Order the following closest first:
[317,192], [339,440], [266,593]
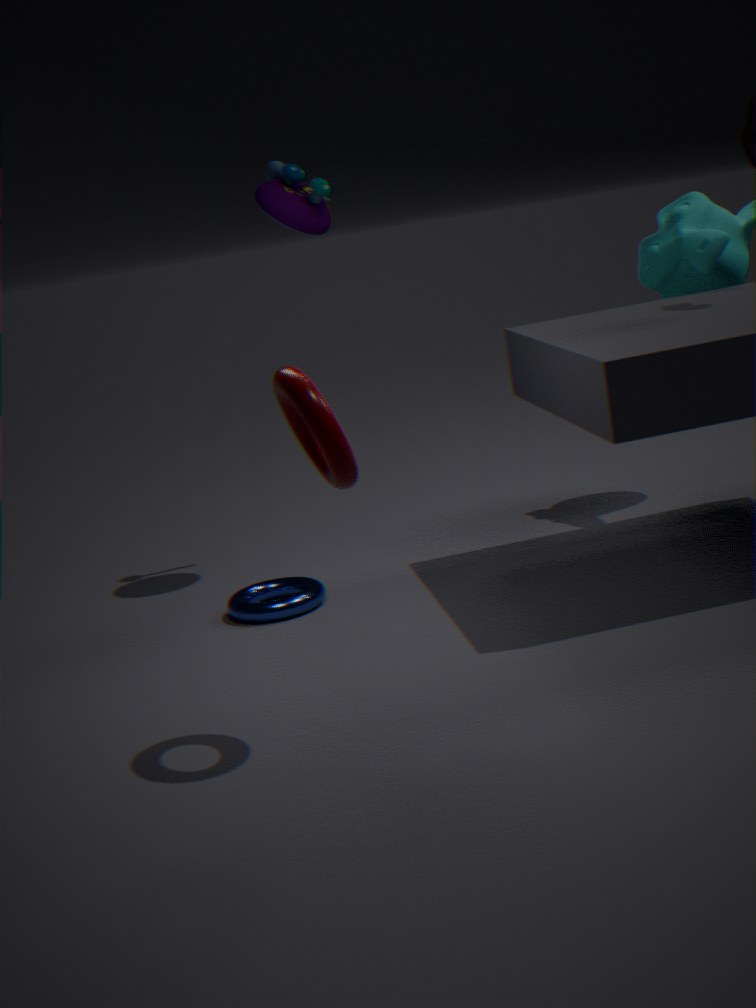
[339,440]
[266,593]
[317,192]
